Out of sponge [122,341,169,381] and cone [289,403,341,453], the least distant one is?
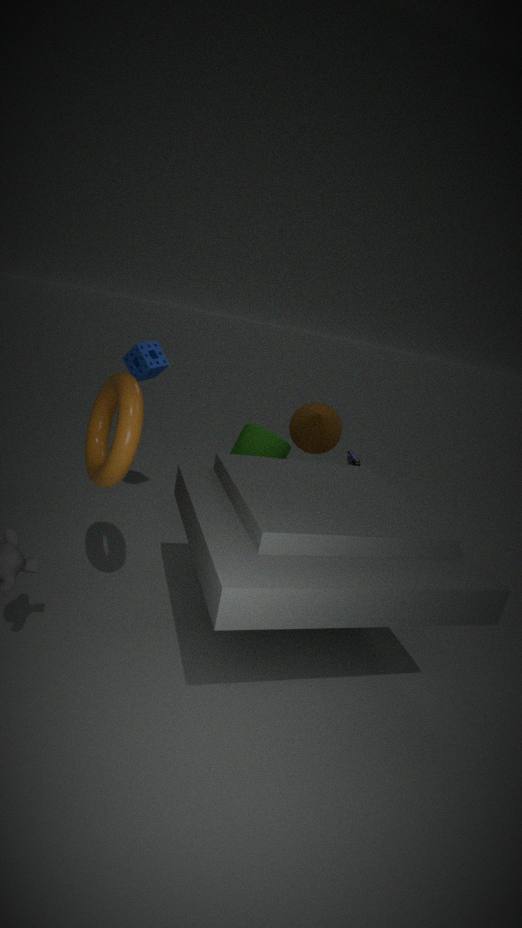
sponge [122,341,169,381]
